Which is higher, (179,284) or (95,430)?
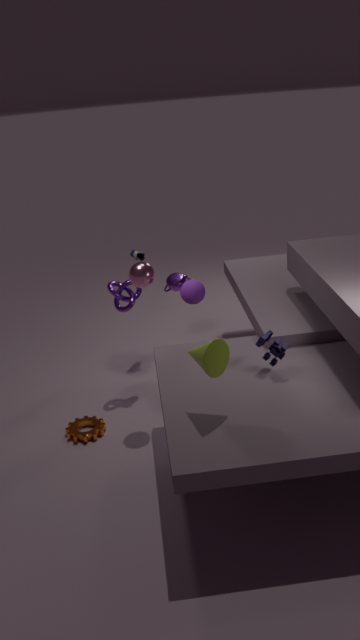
(179,284)
